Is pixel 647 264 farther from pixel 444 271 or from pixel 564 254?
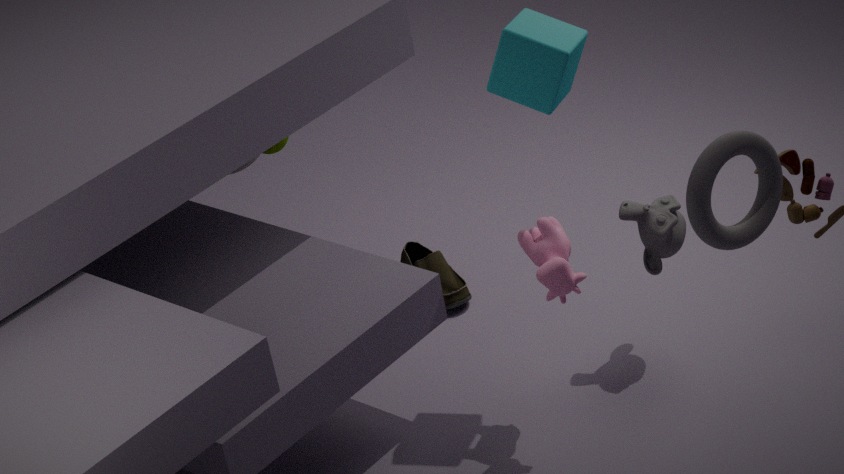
pixel 444 271
